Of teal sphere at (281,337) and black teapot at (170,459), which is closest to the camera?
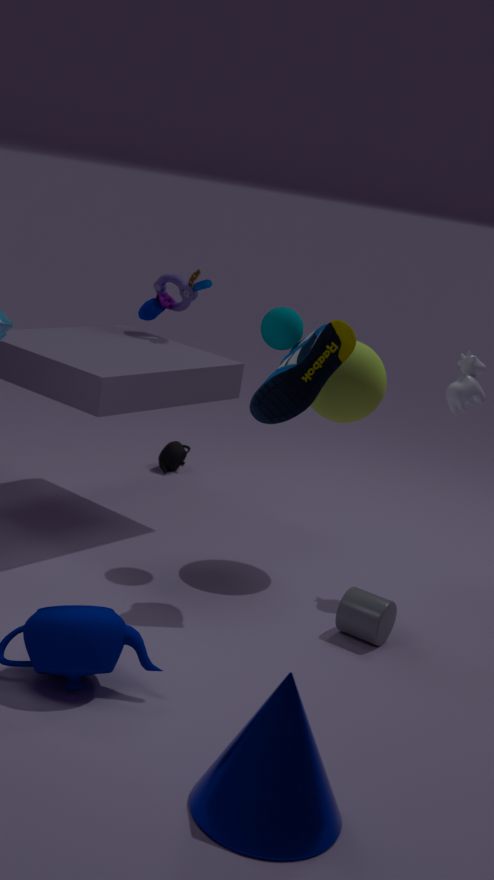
teal sphere at (281,337)
